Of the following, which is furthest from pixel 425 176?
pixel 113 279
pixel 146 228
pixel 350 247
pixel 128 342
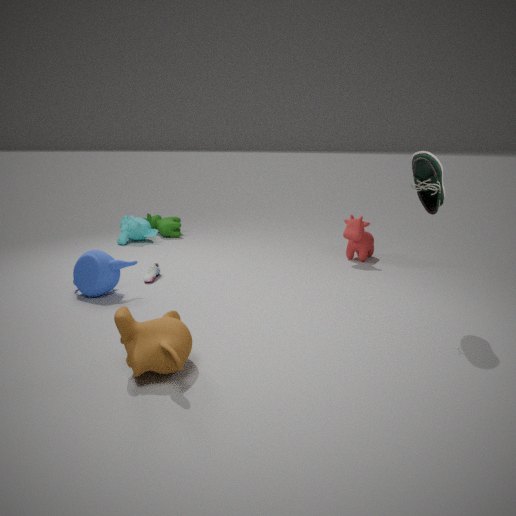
pixel 146 228
